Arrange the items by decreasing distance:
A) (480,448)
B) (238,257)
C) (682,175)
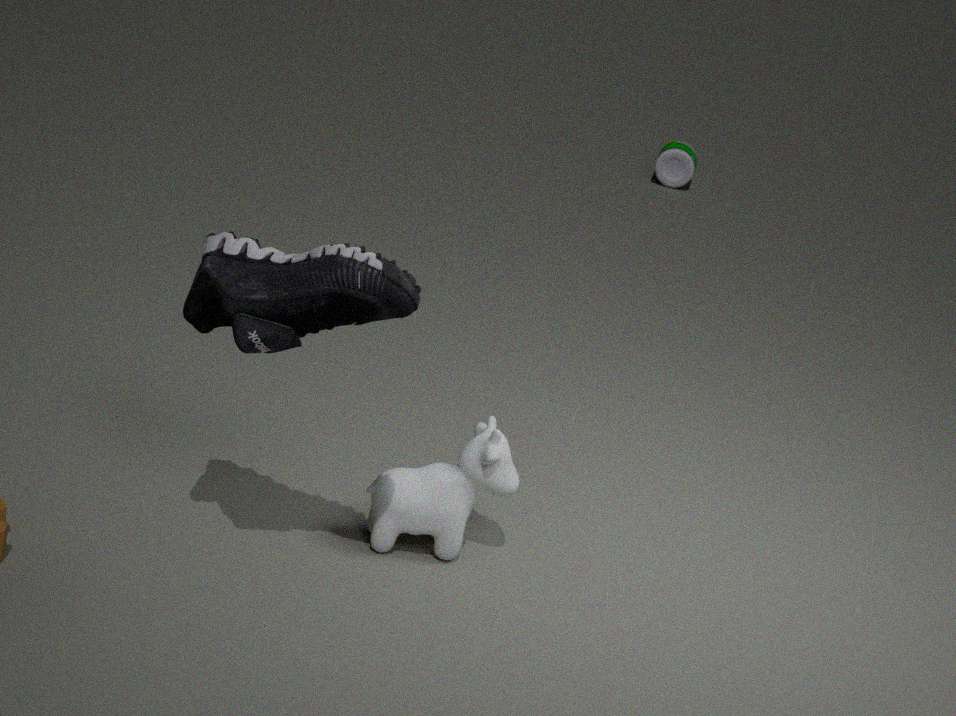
C. (682,175), A. (480,448), B. (238,257)
